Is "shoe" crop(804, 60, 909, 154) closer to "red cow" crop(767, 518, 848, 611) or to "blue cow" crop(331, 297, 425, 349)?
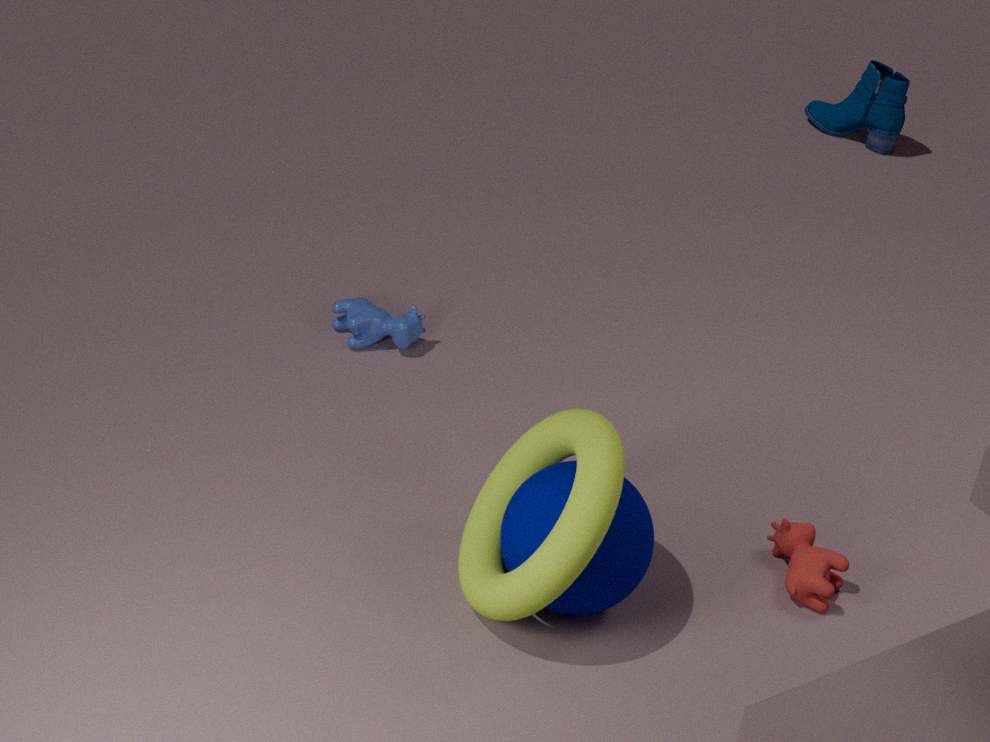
"blue cow" crop(331, 297, 425, 349)
